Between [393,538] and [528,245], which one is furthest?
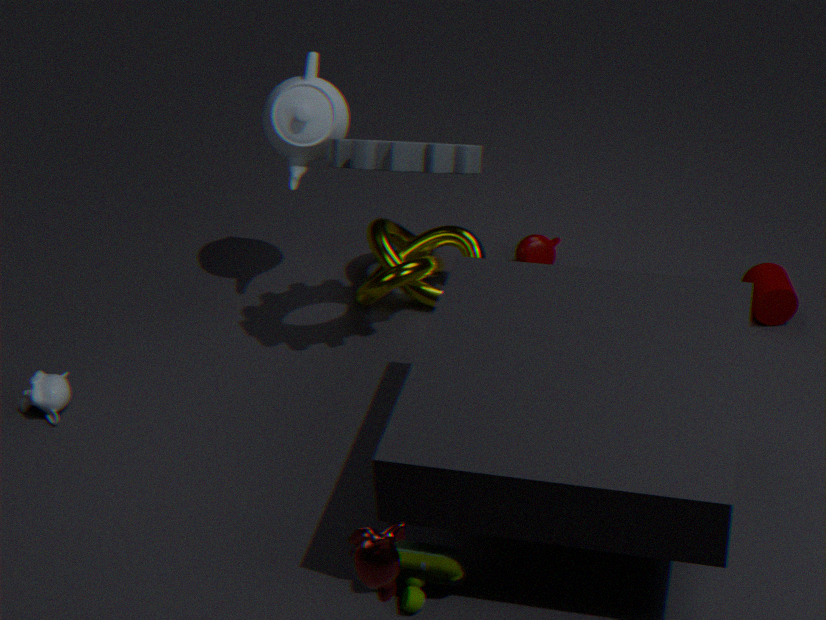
[528,245]
